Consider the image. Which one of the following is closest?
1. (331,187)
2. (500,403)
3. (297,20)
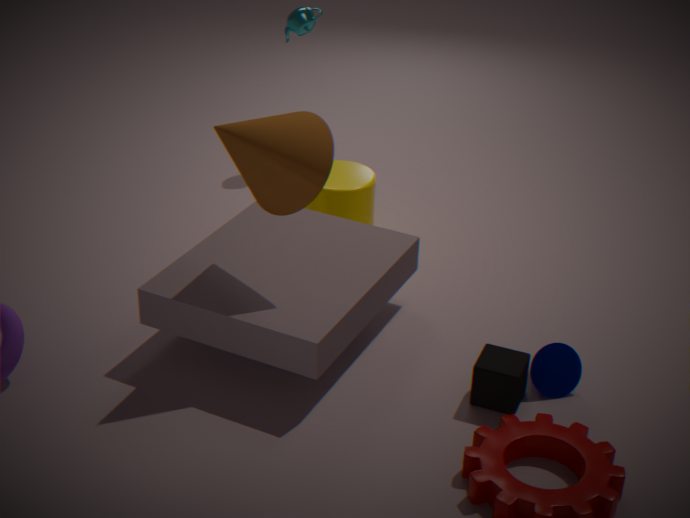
(500,403)
